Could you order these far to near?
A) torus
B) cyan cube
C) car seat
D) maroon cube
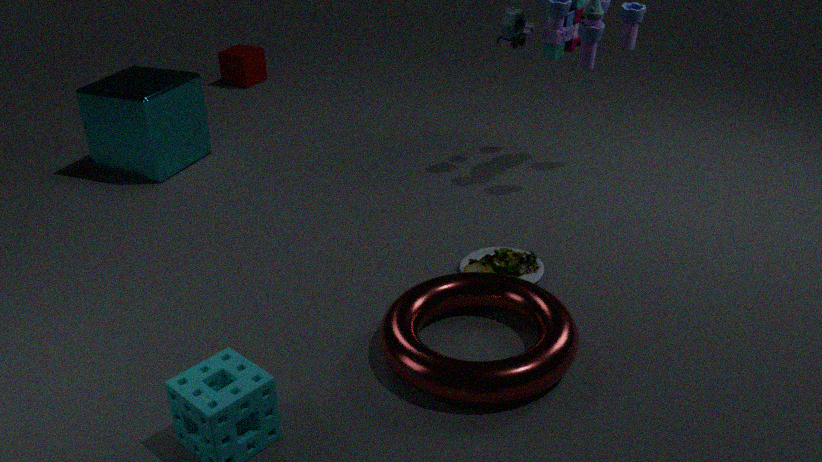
maroon cube
cyan cube
car seat
torus
